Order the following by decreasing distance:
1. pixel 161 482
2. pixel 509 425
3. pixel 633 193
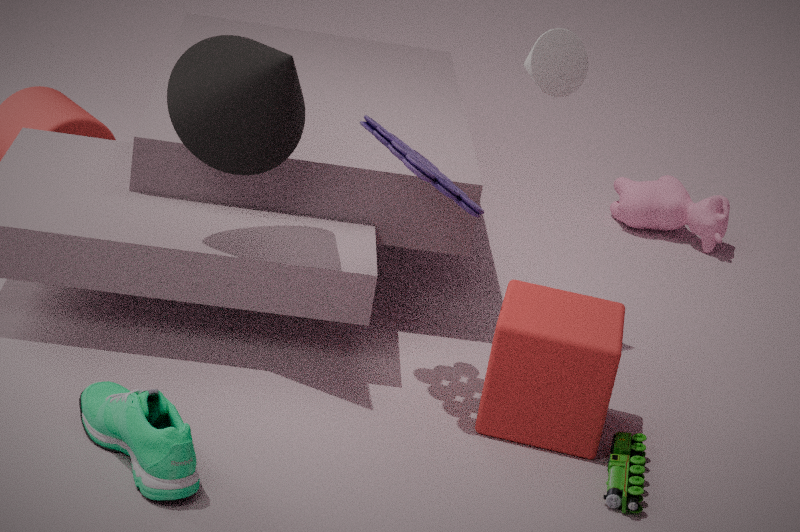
pixel 633 193 < pixel 509 425 < pixel 161 482
